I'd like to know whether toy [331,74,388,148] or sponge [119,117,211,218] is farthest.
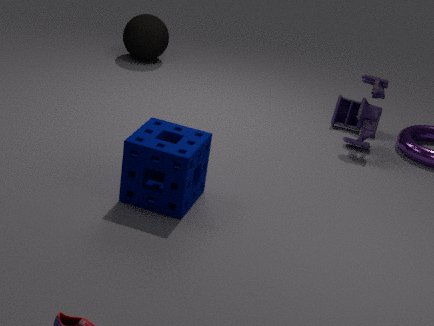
toy [331,74,388,148]
